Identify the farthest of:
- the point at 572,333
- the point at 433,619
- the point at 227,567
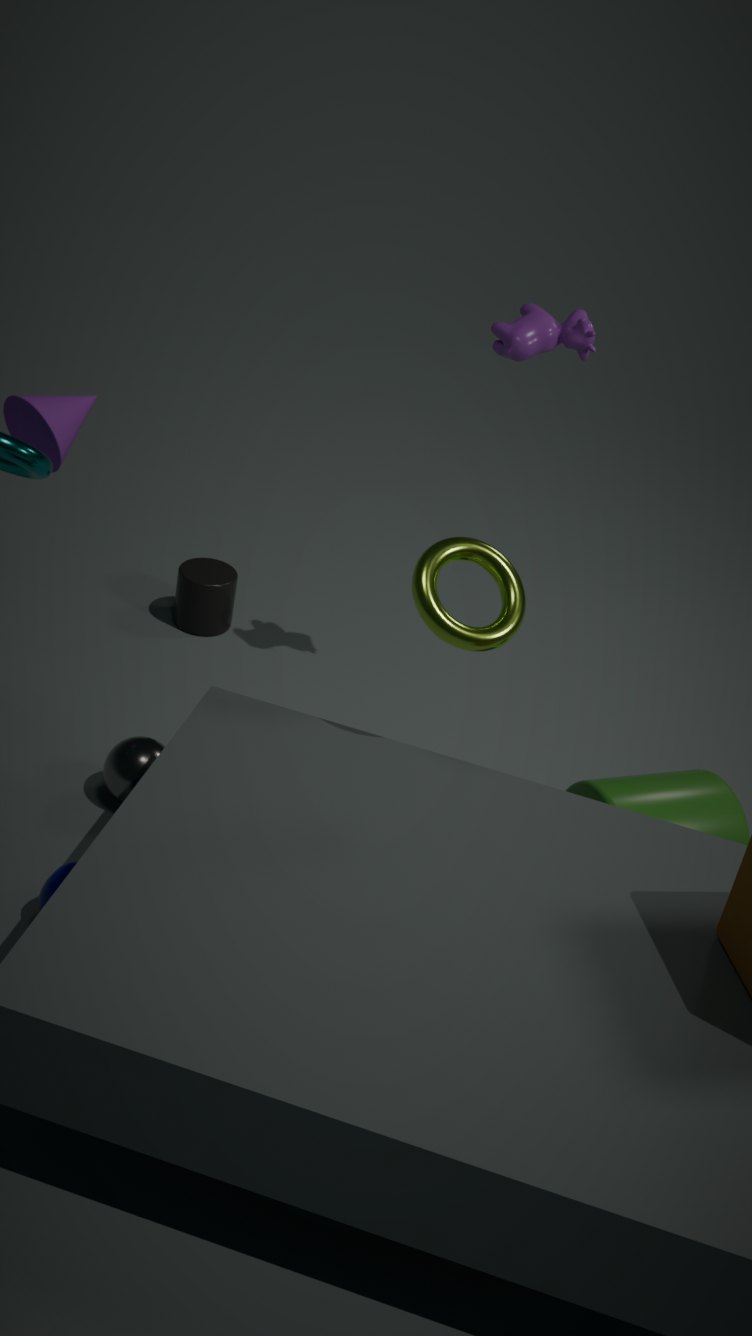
the point at 227,567
